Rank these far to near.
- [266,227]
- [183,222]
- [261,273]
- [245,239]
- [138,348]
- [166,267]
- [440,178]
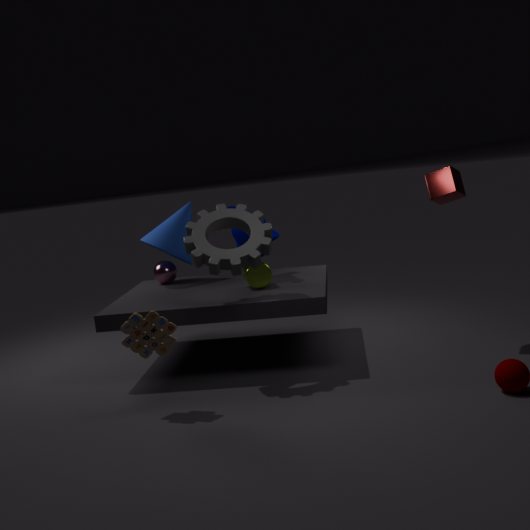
[166,267] → [183,222] → [245,239] → [261,273] → [440,178] → [266,227] → [138,348]
